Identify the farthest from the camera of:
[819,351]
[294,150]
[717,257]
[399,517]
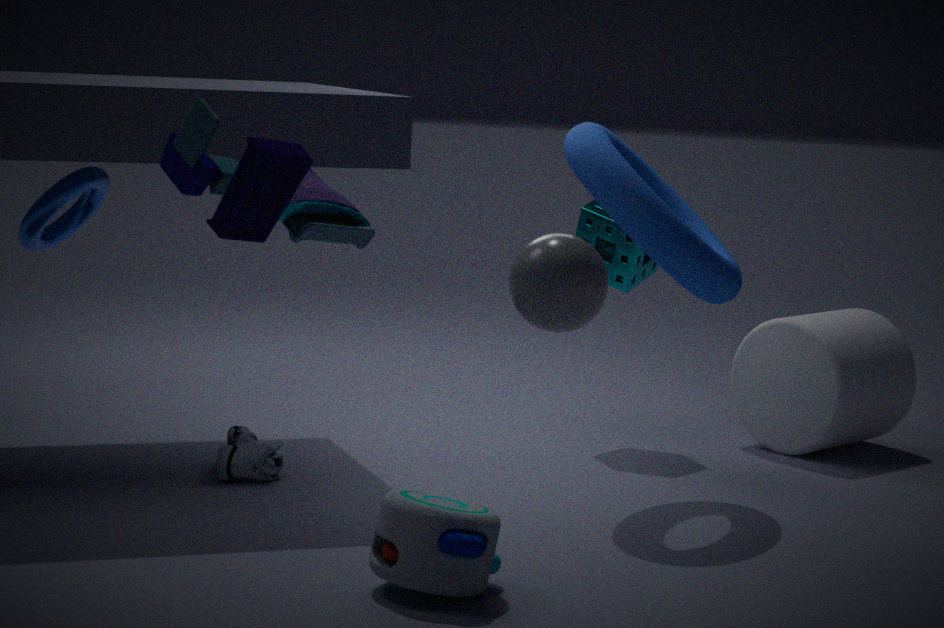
[819,351]
